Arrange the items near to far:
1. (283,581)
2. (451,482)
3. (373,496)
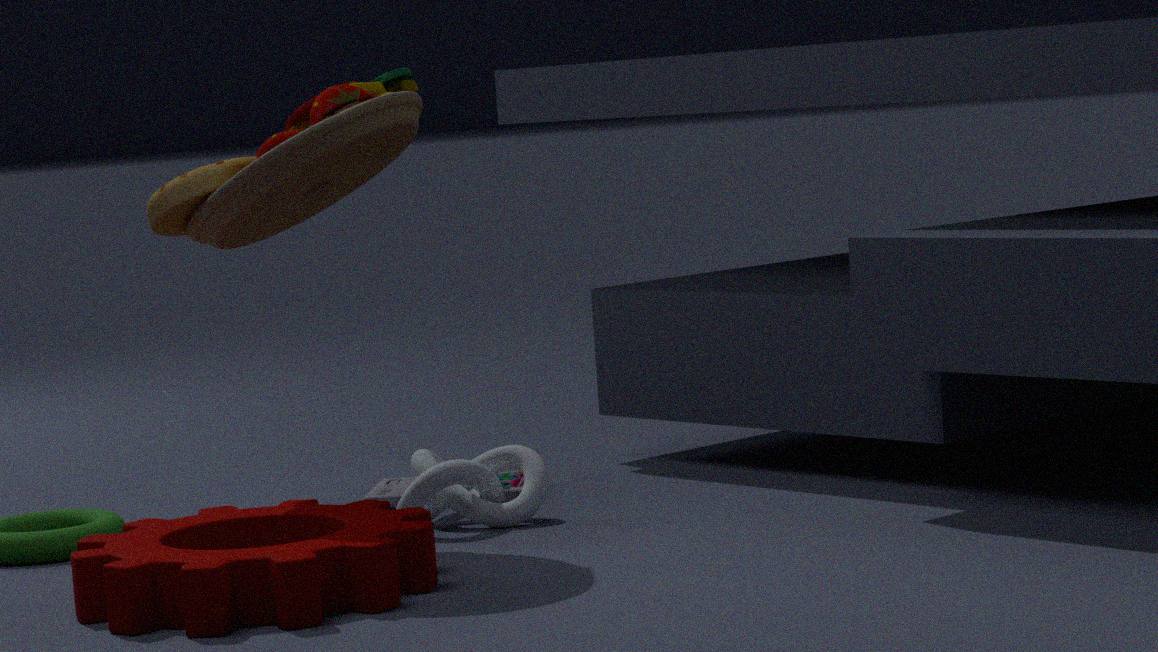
(283,581)
(451,482)
(373,496)
